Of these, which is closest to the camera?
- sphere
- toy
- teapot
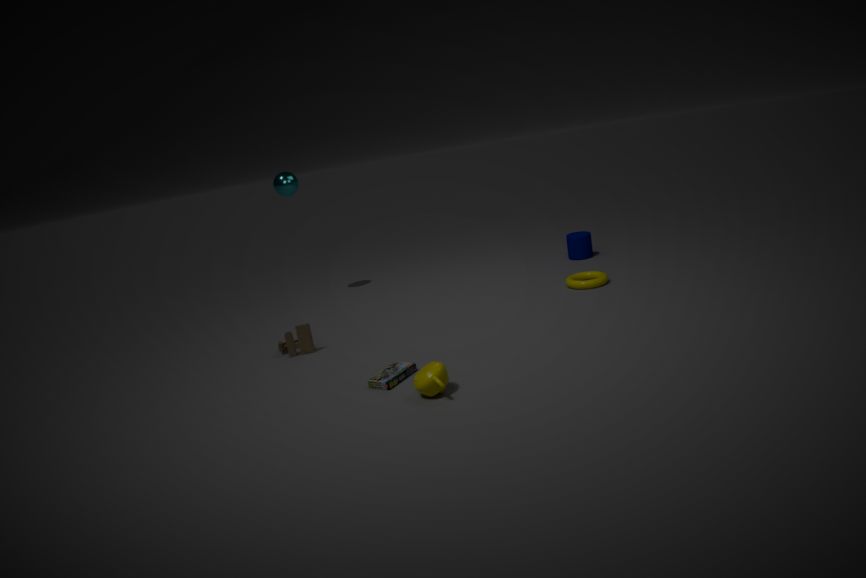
teapot
